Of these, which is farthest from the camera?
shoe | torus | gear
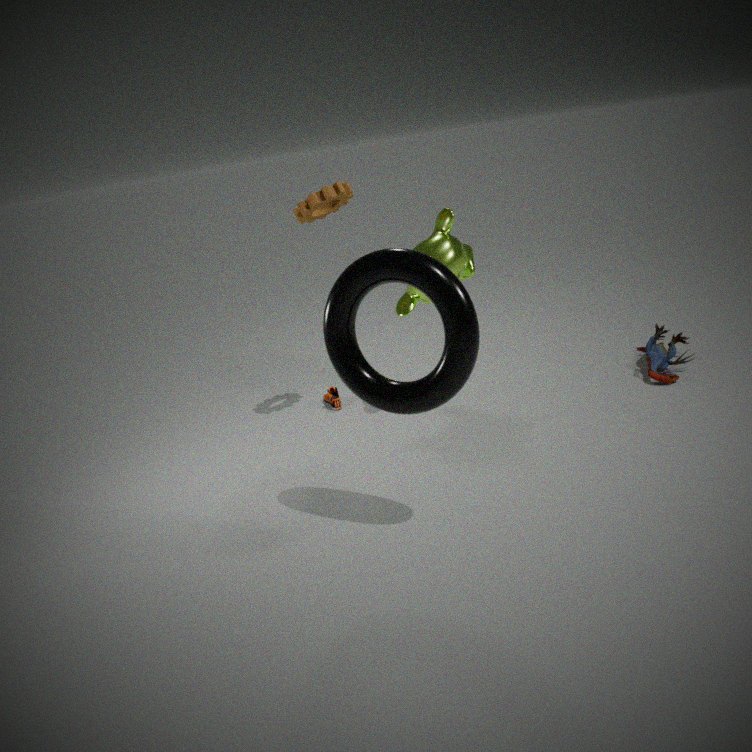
shoe
